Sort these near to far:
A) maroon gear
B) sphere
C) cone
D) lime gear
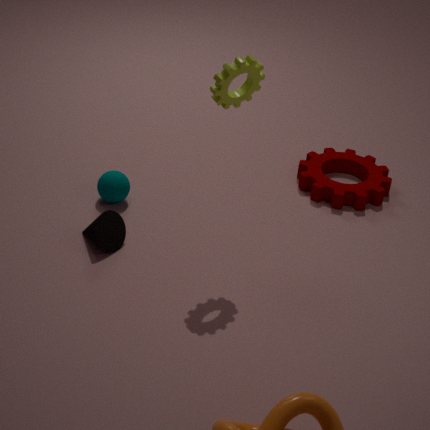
1. lime gear
2. cone
3. sphere
4. maroon gear
